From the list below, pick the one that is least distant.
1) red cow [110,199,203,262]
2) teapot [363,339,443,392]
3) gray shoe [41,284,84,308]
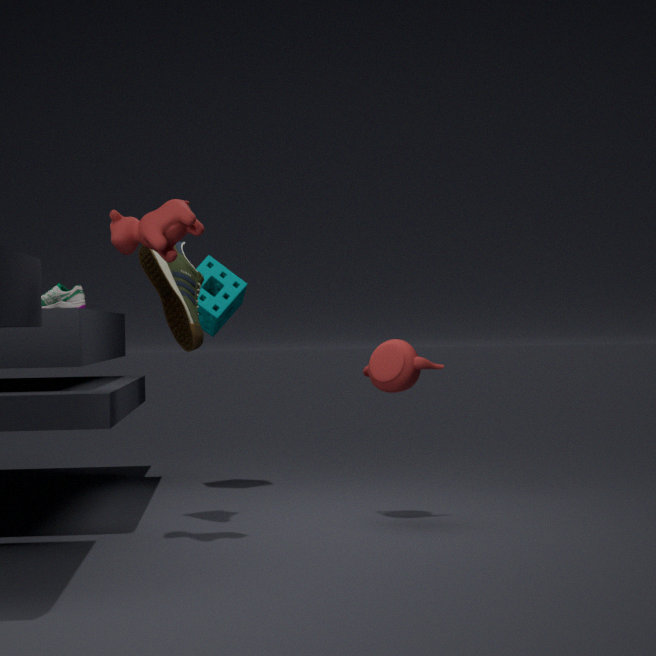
1. red cow [110,199,203,262]
